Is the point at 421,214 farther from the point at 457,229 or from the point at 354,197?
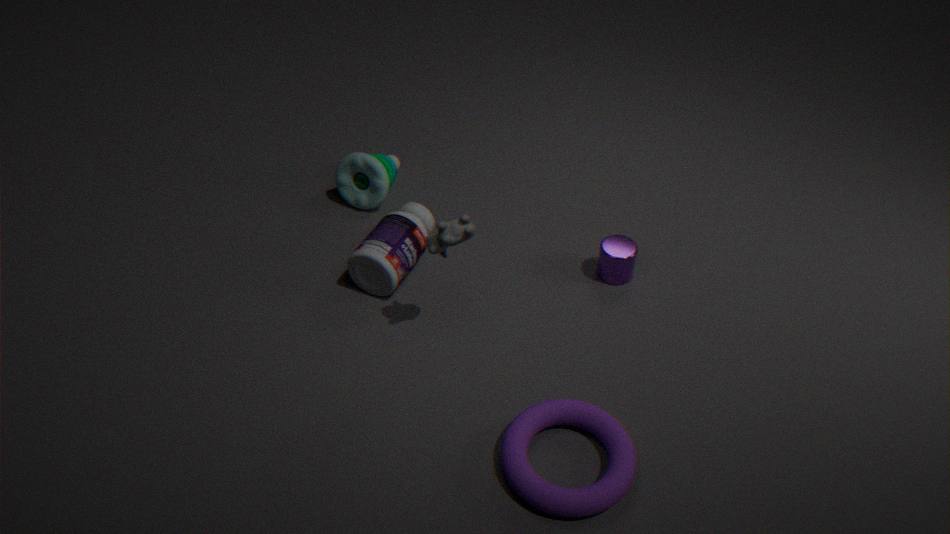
the point at 457,229
